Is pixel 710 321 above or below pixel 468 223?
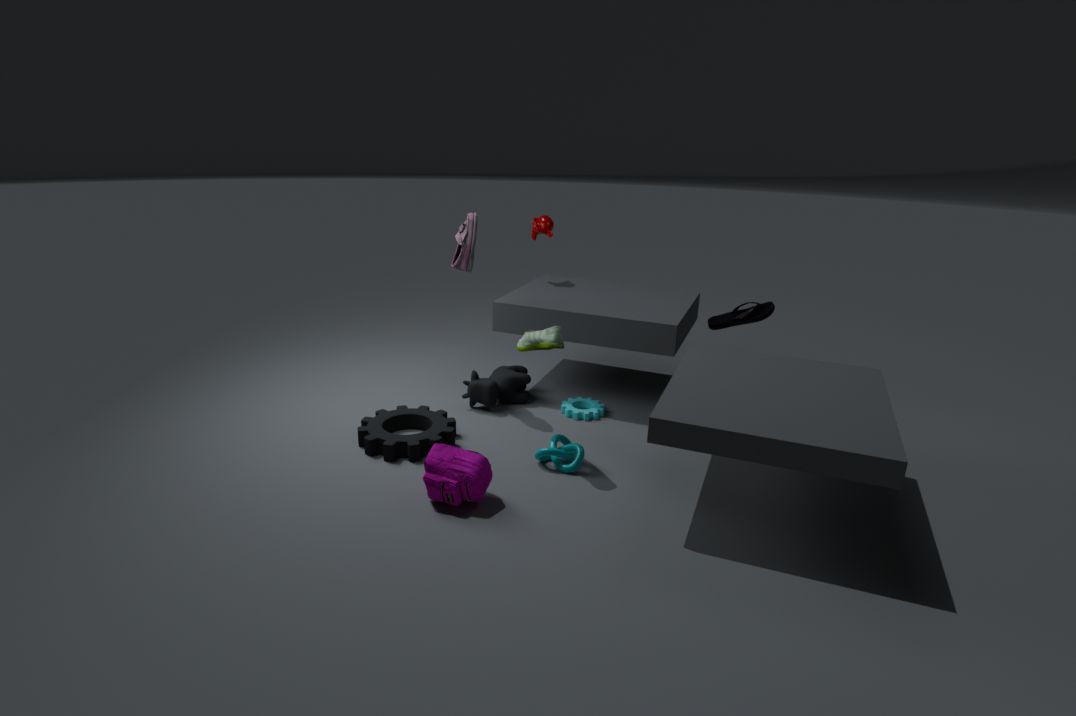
below
